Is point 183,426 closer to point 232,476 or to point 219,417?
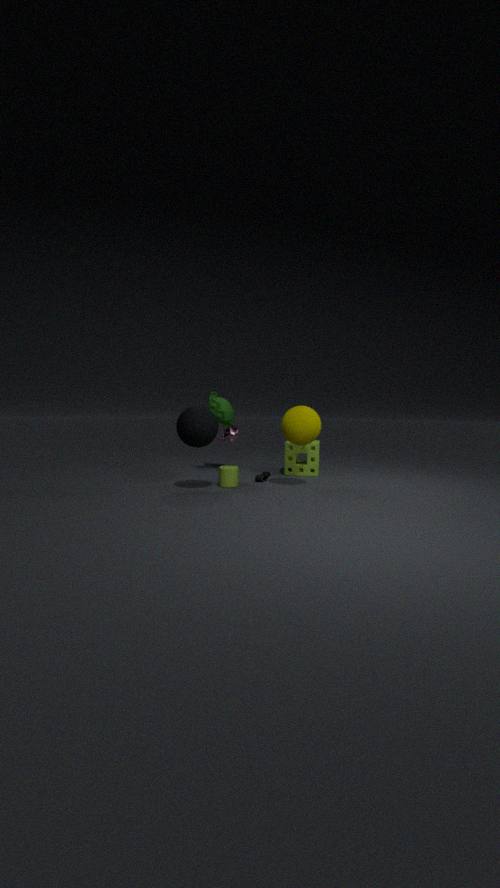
point 232,476
